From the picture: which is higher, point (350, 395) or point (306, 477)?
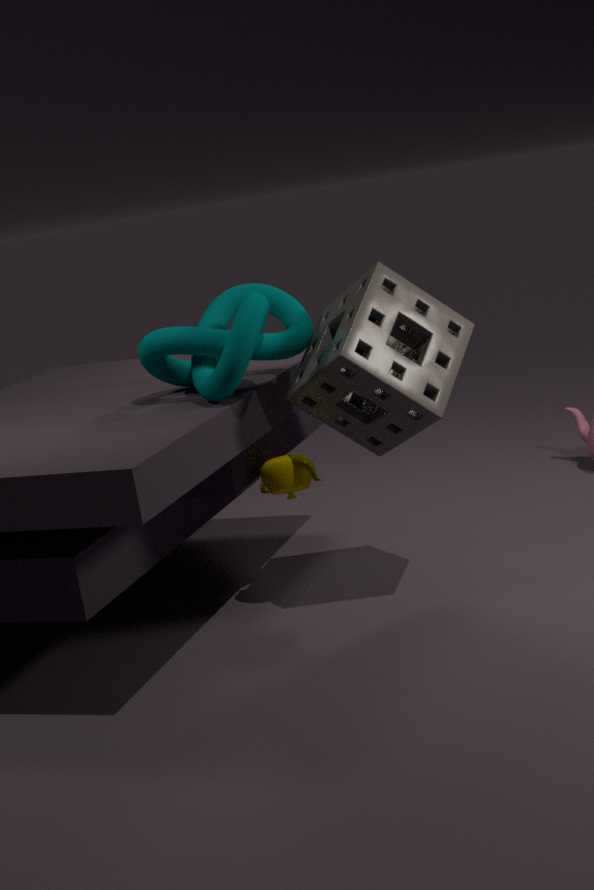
point (350, 395)
